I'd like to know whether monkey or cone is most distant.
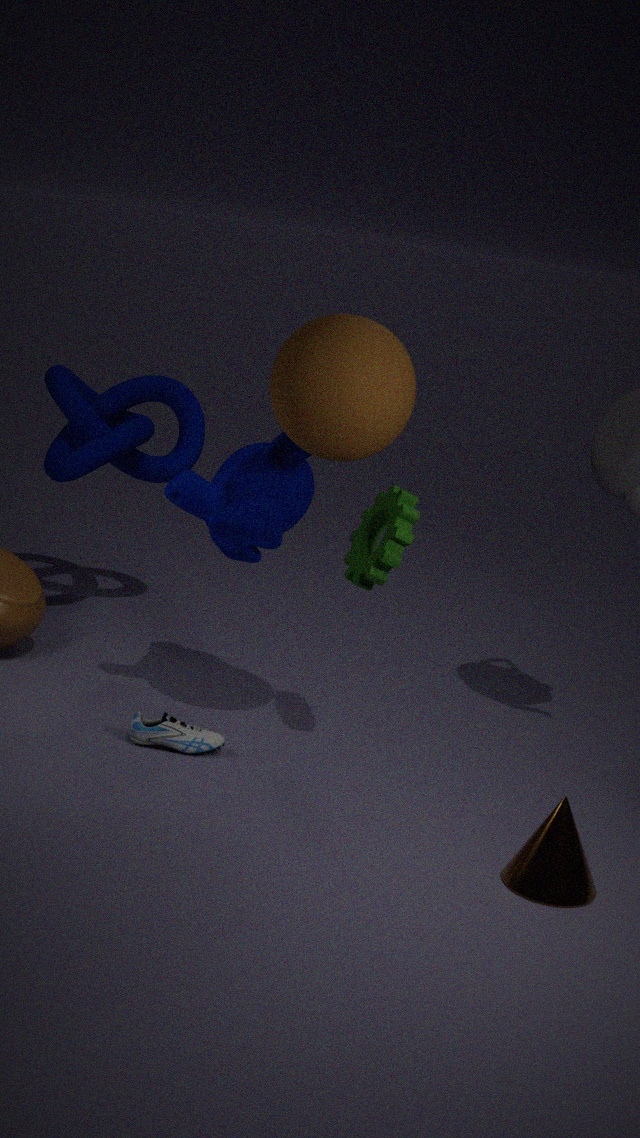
monkey
